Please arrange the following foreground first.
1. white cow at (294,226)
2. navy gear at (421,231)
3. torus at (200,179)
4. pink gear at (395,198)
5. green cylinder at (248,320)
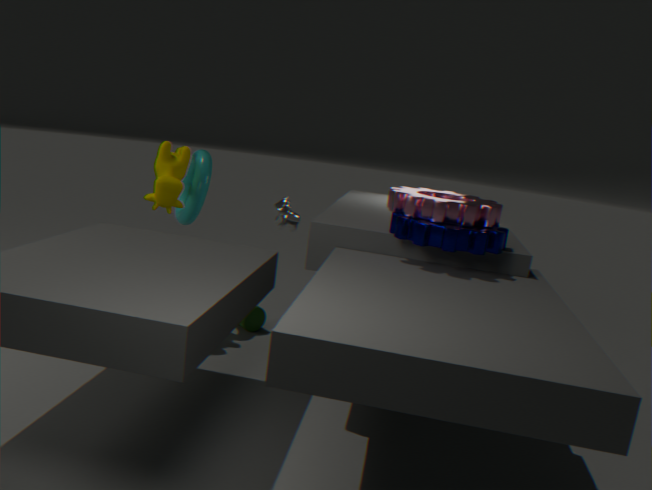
1. navy gear at (421,231)
2. pink gear at (395,198)
3. white cow at (294,226)
4. torus at (200,179)
5. green cylinder at (248,320)
